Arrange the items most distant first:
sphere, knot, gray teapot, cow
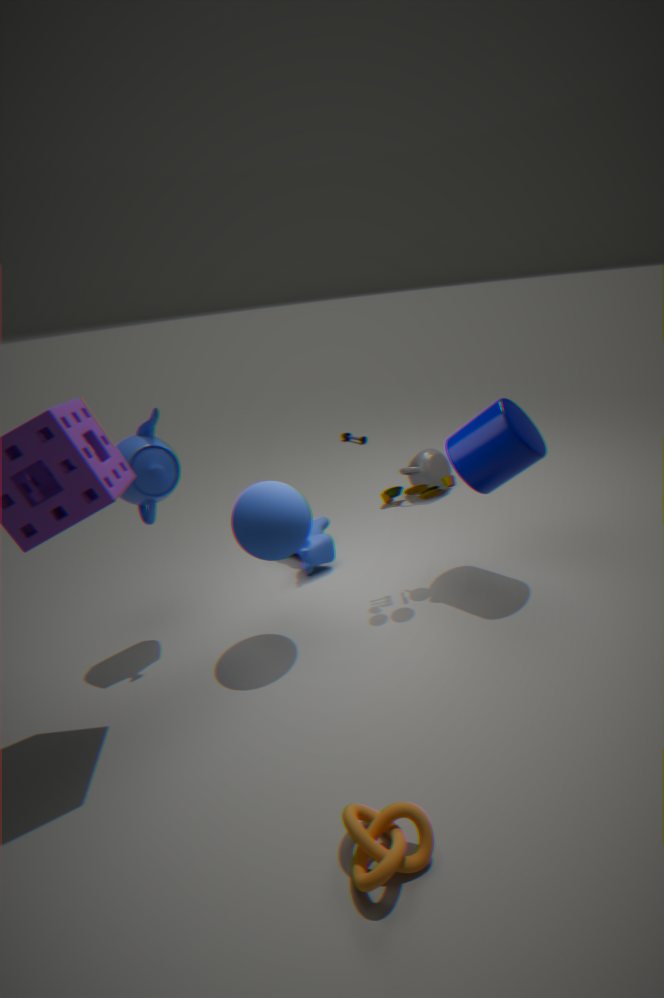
gray teapot → cow → sphere → knot
